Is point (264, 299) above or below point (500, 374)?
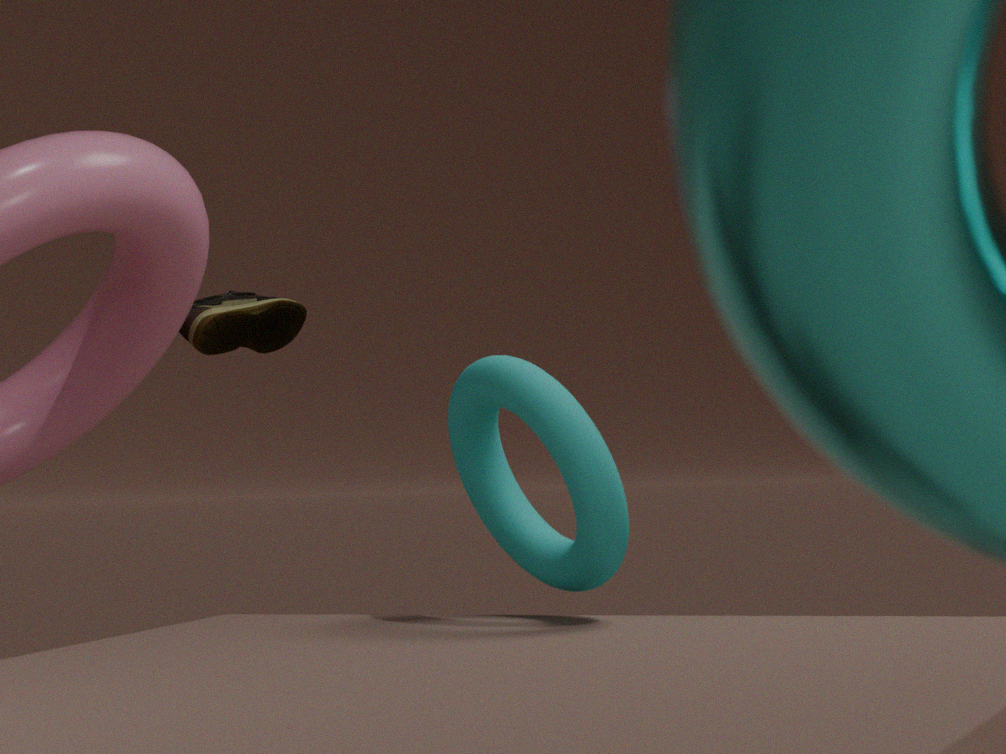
above
